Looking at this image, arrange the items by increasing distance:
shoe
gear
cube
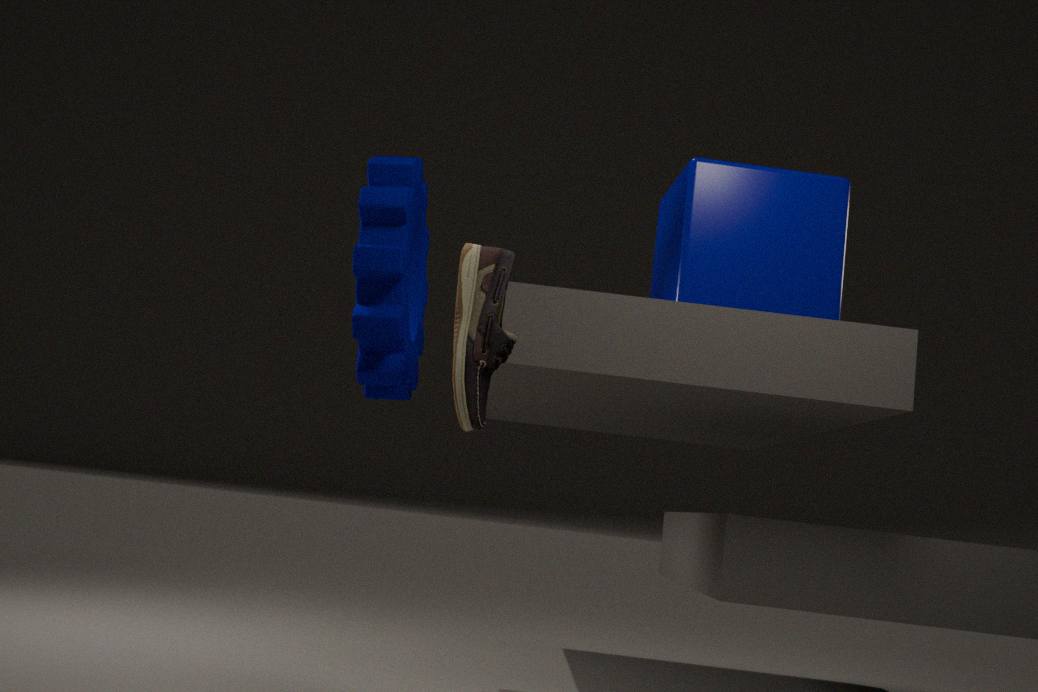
1. shoe
2. gear
3. cube
